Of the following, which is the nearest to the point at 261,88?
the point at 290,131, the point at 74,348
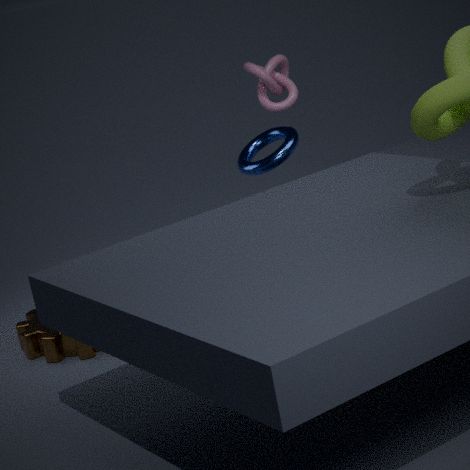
the point at 290,131
